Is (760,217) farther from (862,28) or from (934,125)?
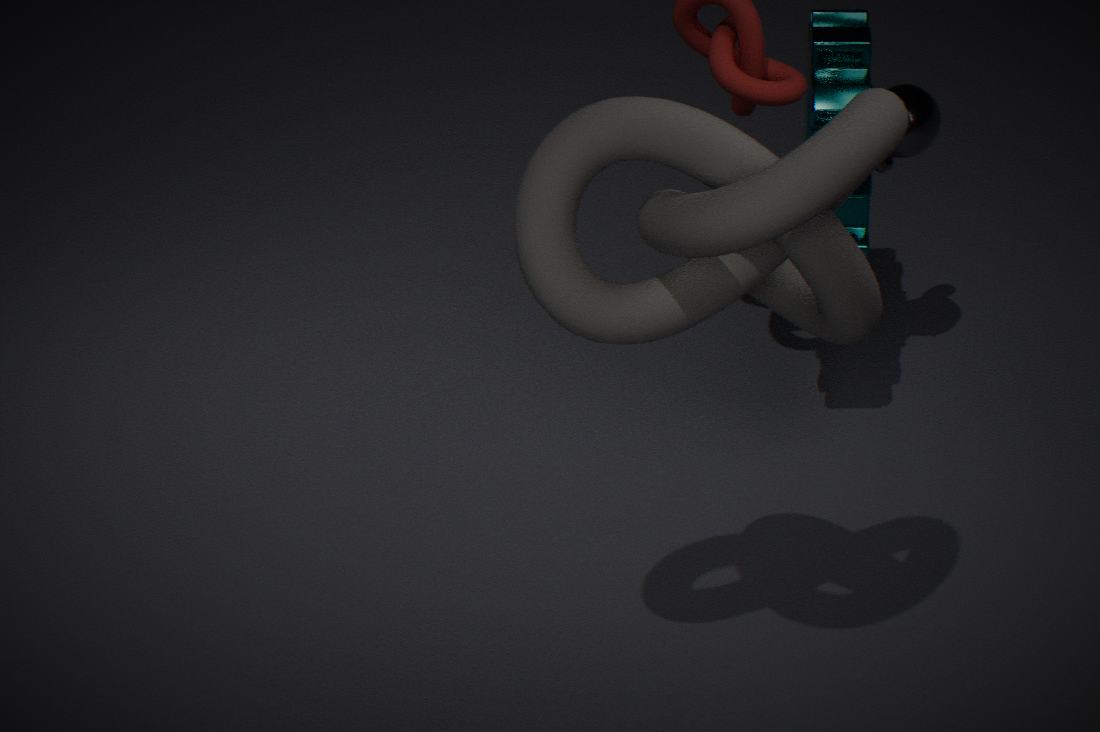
(862,28)
